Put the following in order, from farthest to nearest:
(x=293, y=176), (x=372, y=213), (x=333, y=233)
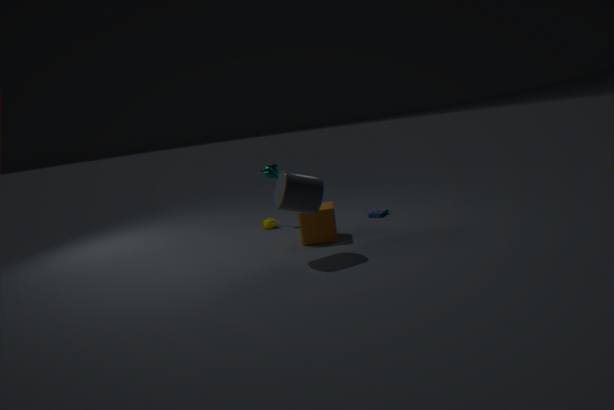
(x=372, y=213) → (x=333, y=233) → (x=293, y=176)
